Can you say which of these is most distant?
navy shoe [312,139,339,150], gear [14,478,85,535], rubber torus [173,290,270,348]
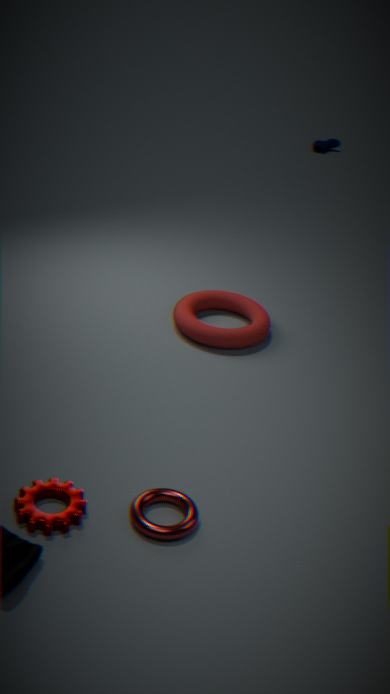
navy shoe [312,139,339,150]
